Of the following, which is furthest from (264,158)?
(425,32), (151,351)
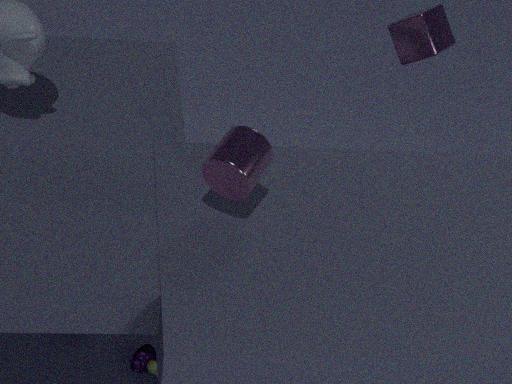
(425,32)
